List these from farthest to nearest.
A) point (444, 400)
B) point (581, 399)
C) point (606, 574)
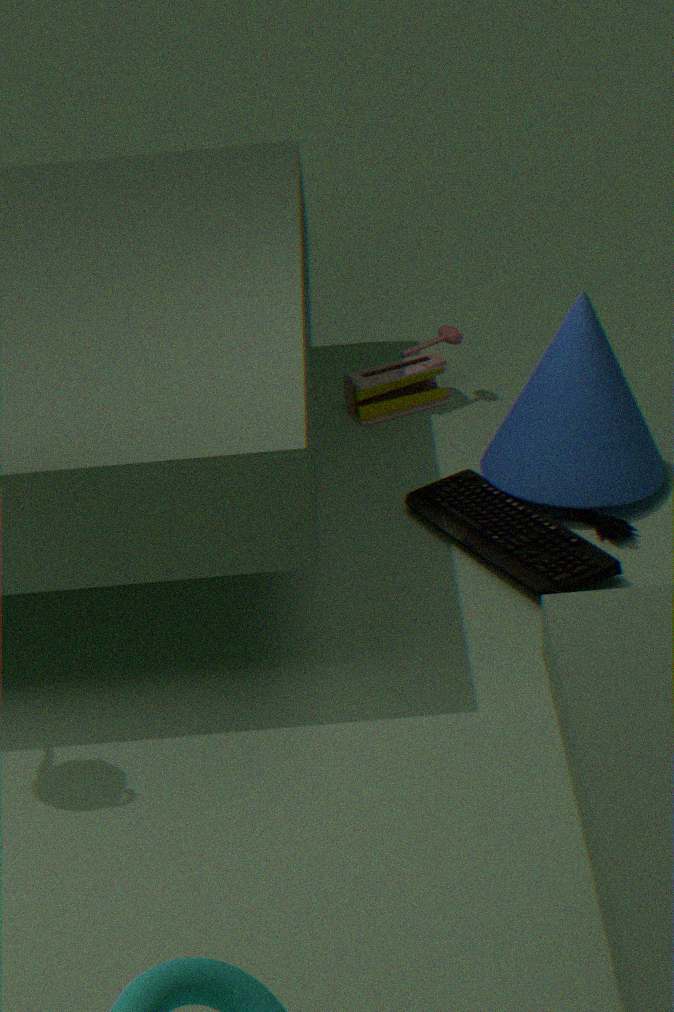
point (444, 400)
point (581, 399)
point (606, 574)
